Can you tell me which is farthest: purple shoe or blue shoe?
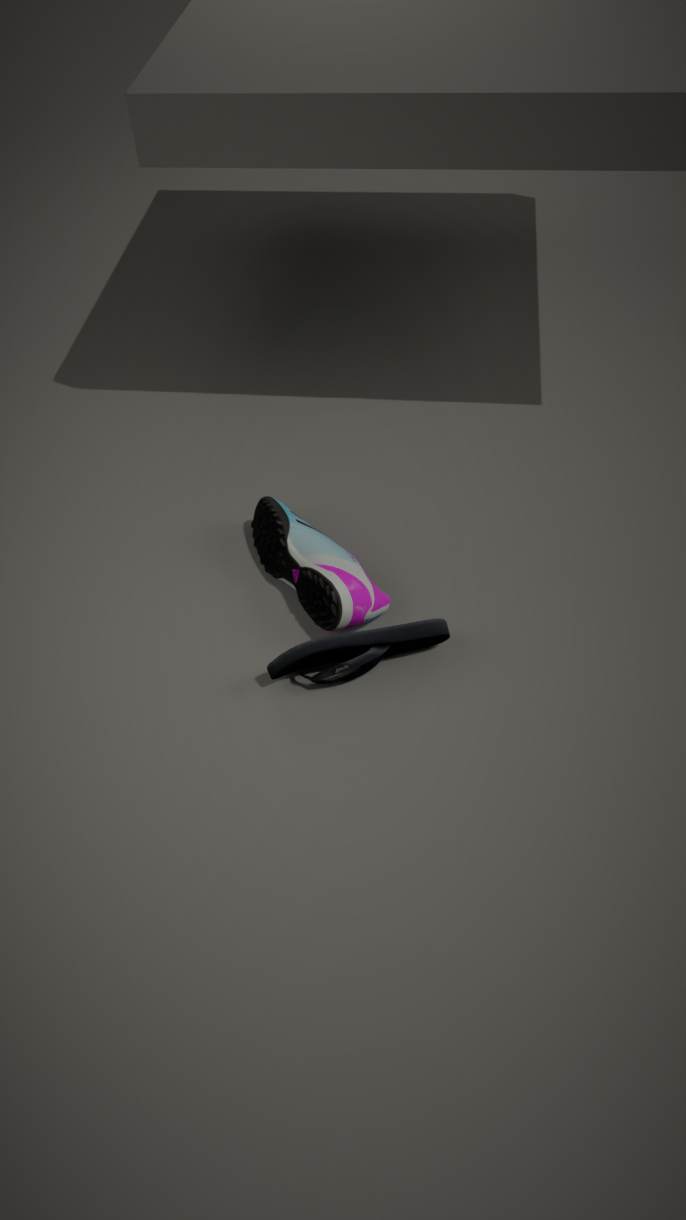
purple shoe
